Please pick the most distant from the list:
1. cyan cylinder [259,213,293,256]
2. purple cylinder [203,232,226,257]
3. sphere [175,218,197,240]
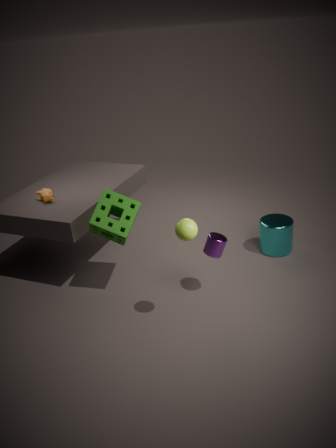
cyan cylinder [259,213,293,256]
